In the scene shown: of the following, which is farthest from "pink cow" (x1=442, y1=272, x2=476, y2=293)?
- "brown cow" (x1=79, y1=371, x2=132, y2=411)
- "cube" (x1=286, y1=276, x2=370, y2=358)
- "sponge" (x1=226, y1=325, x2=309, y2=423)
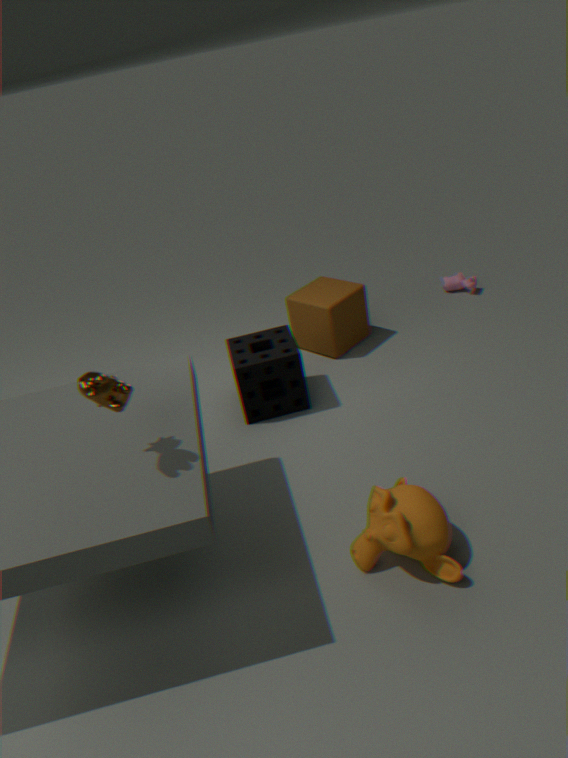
"brown cow" (x1=79, y1=371, x2=132, y2=411)
